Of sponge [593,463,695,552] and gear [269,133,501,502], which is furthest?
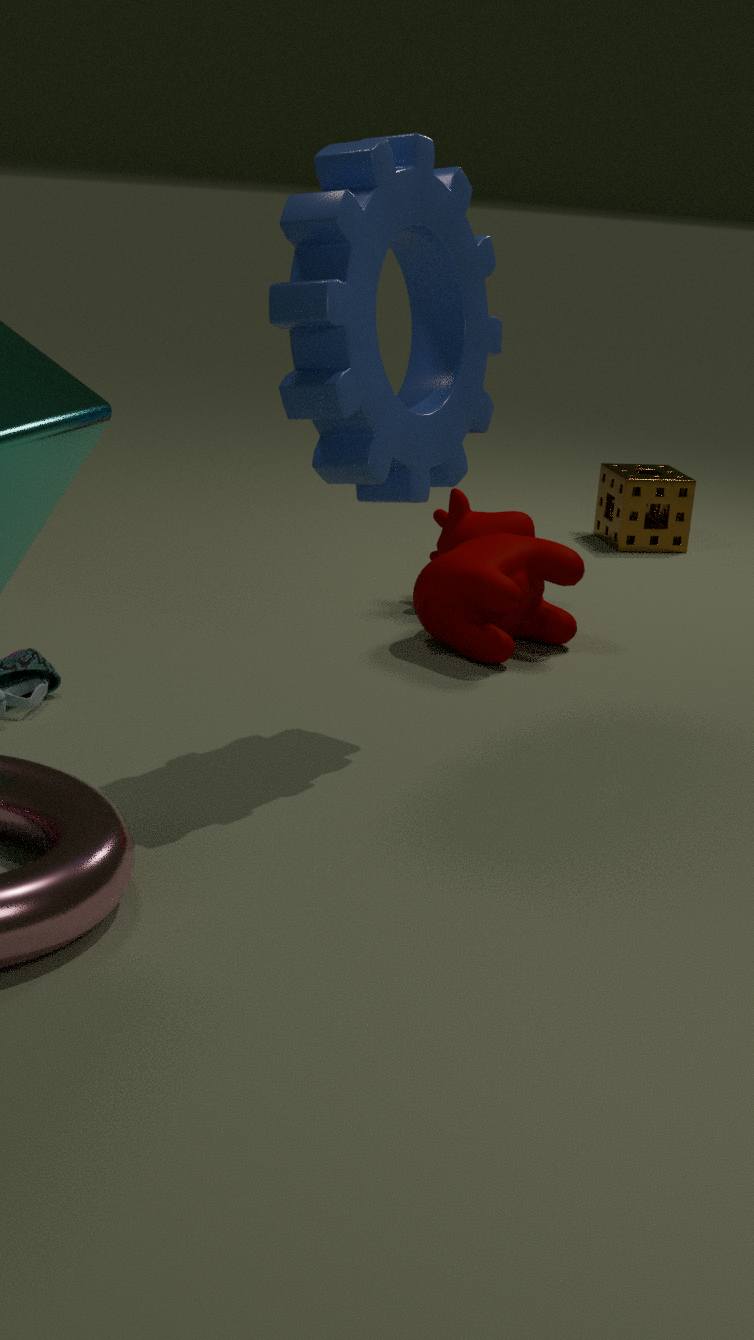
sponge [593,463,695,552]
